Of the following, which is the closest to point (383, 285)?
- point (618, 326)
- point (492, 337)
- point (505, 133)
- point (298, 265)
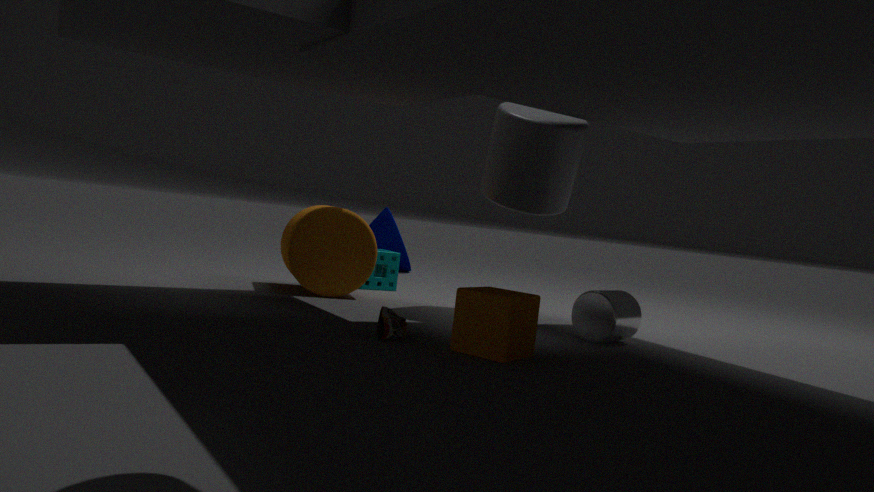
point (298, 265)
